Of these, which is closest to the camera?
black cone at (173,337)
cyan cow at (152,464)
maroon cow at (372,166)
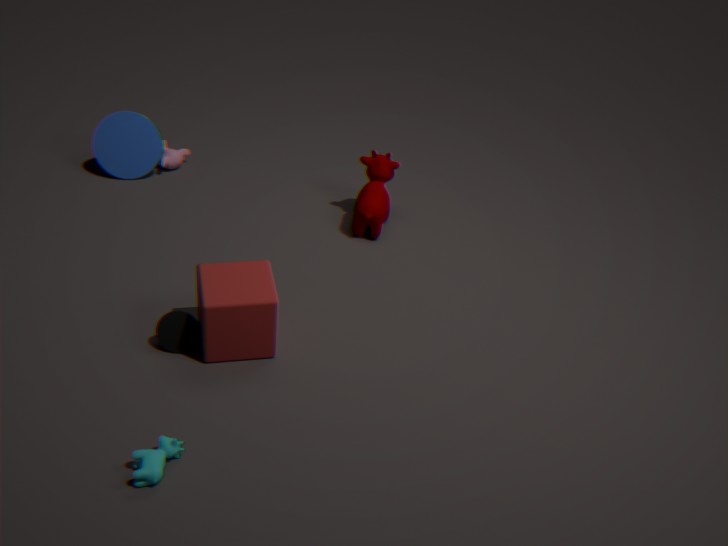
cyan cow at (152,464)
